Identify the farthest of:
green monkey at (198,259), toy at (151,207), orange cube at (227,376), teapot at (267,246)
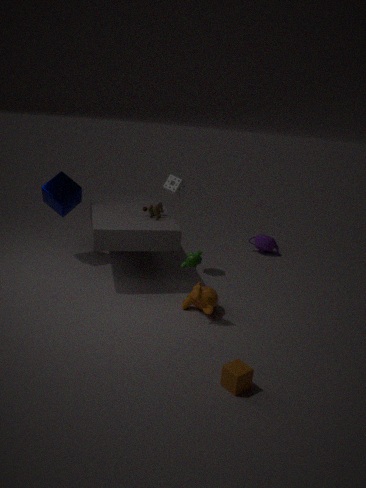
teapot at (267,246)
